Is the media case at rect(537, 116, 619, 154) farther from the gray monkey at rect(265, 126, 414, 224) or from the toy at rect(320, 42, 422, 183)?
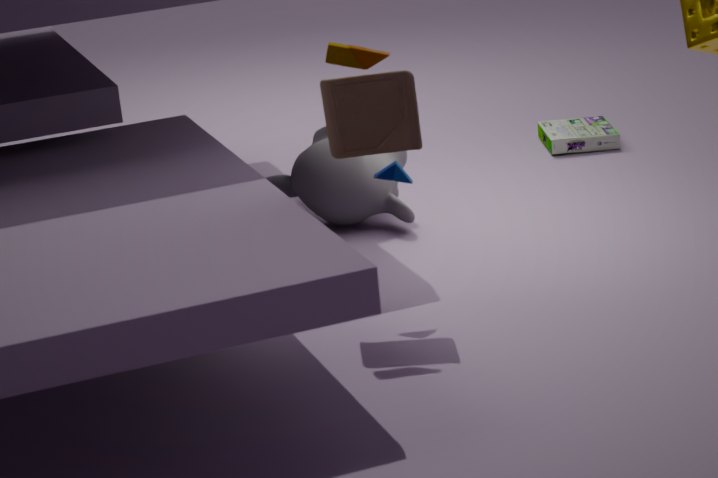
the toy at rect(320, 42, 422, 183)
